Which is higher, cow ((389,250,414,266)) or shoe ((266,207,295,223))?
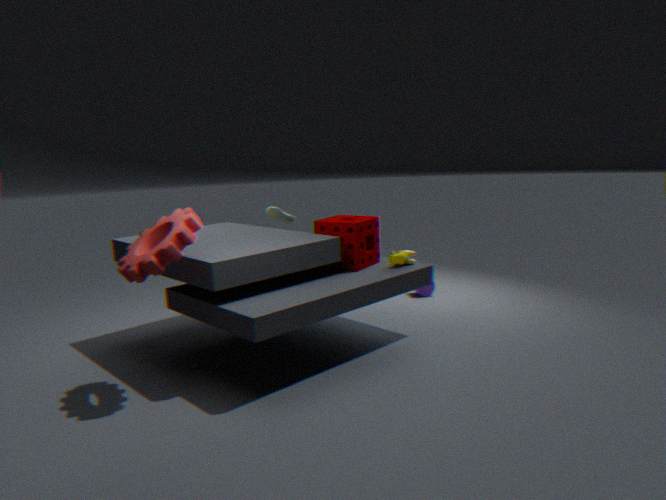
shoe ((266,207,295,223))
